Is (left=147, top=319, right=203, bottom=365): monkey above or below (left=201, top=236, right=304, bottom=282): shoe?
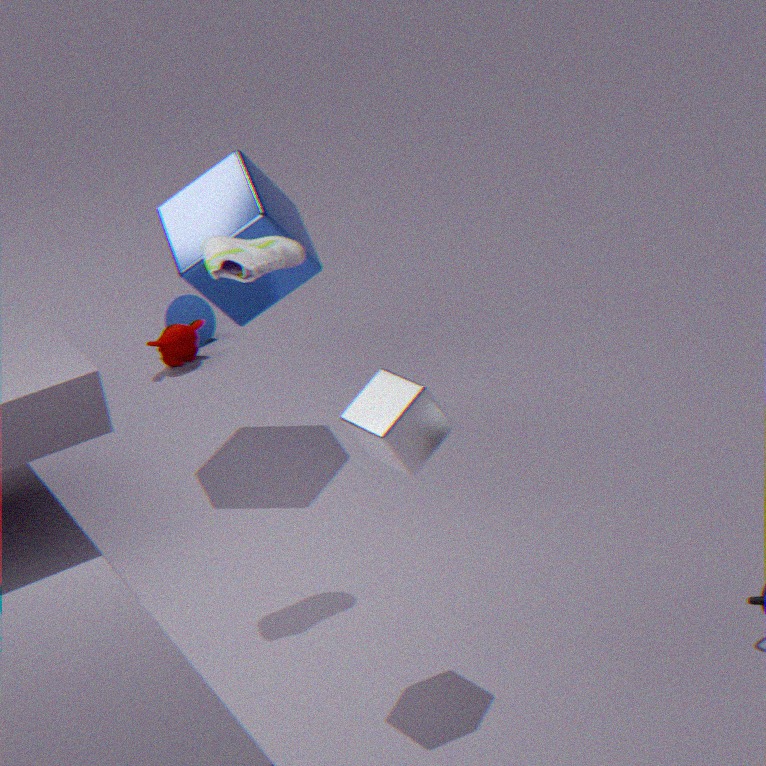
below
